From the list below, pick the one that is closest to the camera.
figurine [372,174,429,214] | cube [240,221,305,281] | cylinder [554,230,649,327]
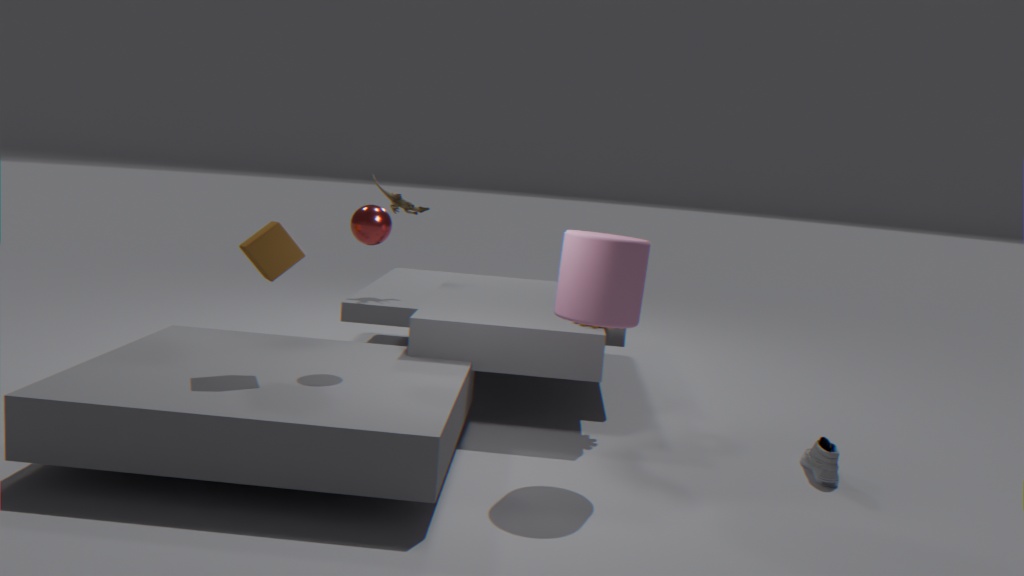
cylinder [554,230,649,327]
